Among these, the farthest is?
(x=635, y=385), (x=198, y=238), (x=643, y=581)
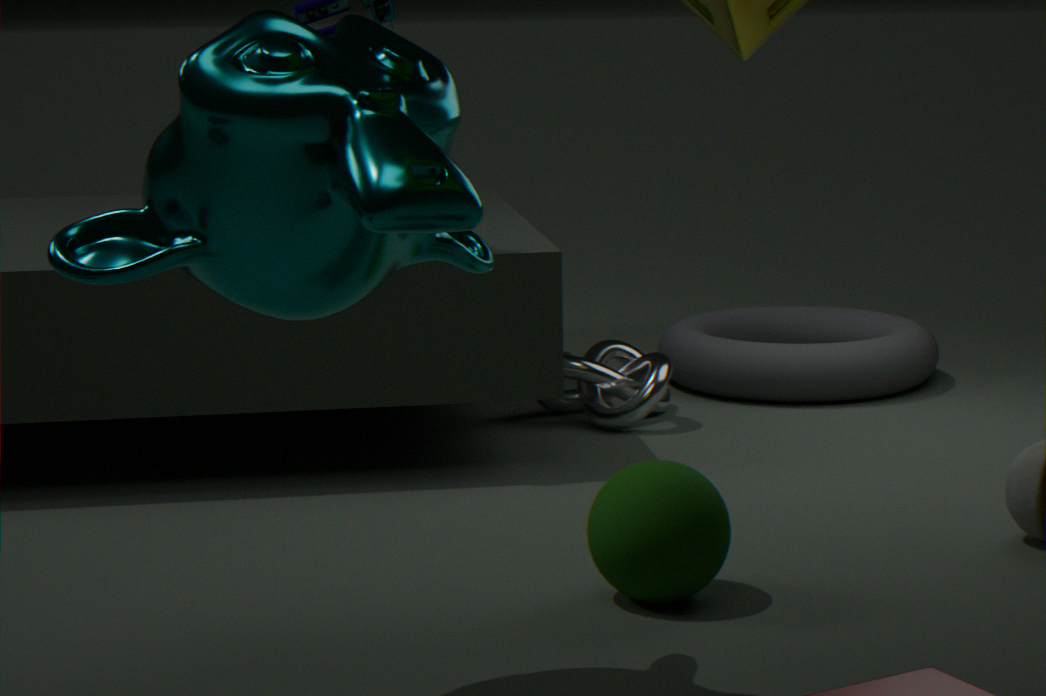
(x=635, y=385)
